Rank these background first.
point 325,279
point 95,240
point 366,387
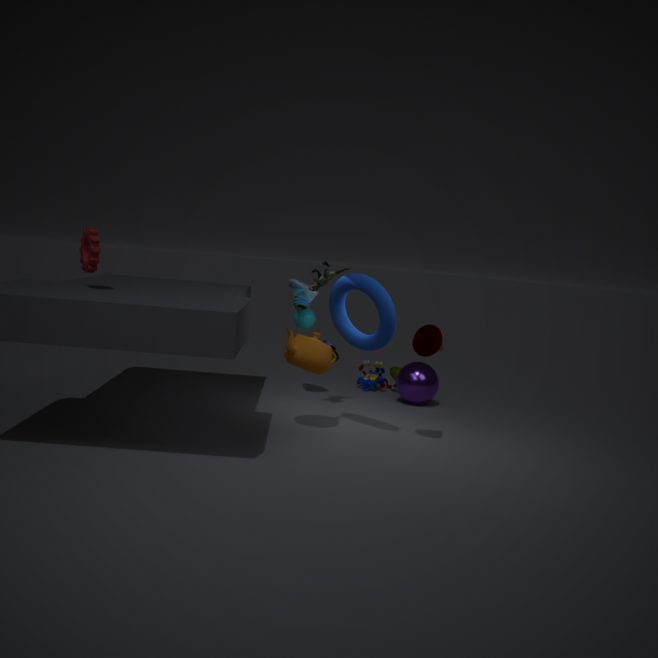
1. point 366,387
2. point 325,279
3. point 95,240
